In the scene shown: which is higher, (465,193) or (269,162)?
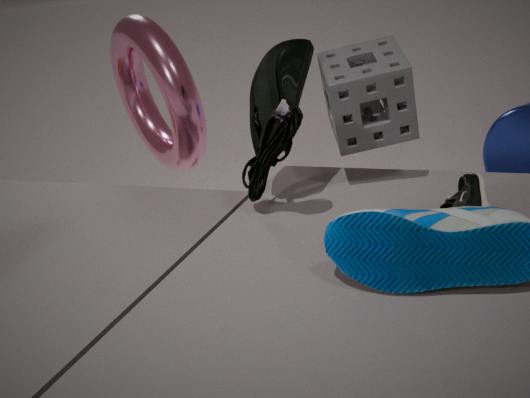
(269,162)
